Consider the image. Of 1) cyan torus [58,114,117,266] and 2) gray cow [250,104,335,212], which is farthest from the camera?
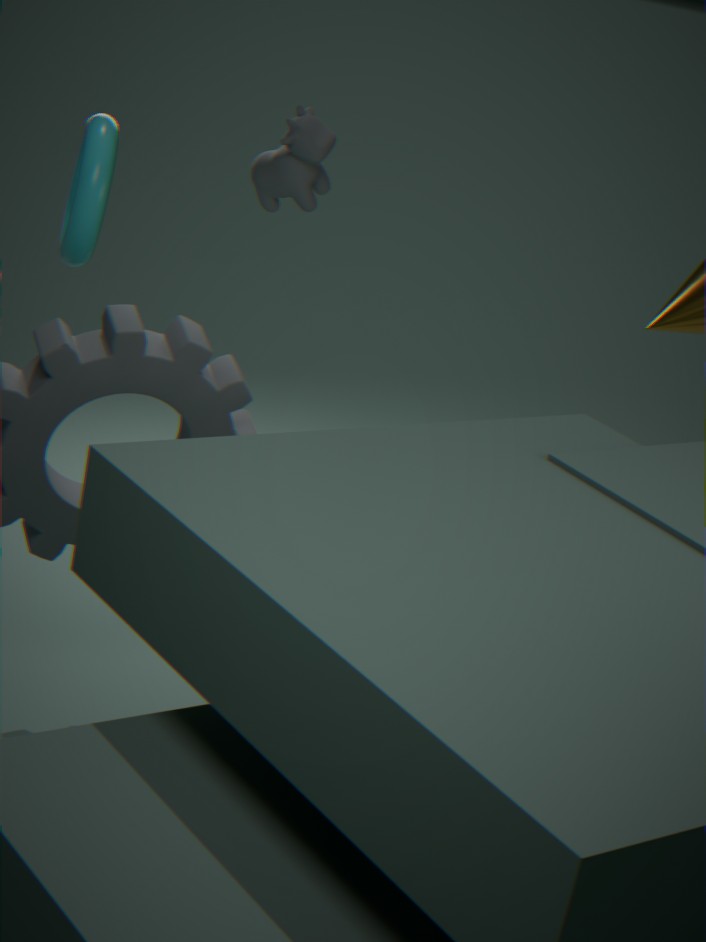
2. gray cow [250,104,335,212]
